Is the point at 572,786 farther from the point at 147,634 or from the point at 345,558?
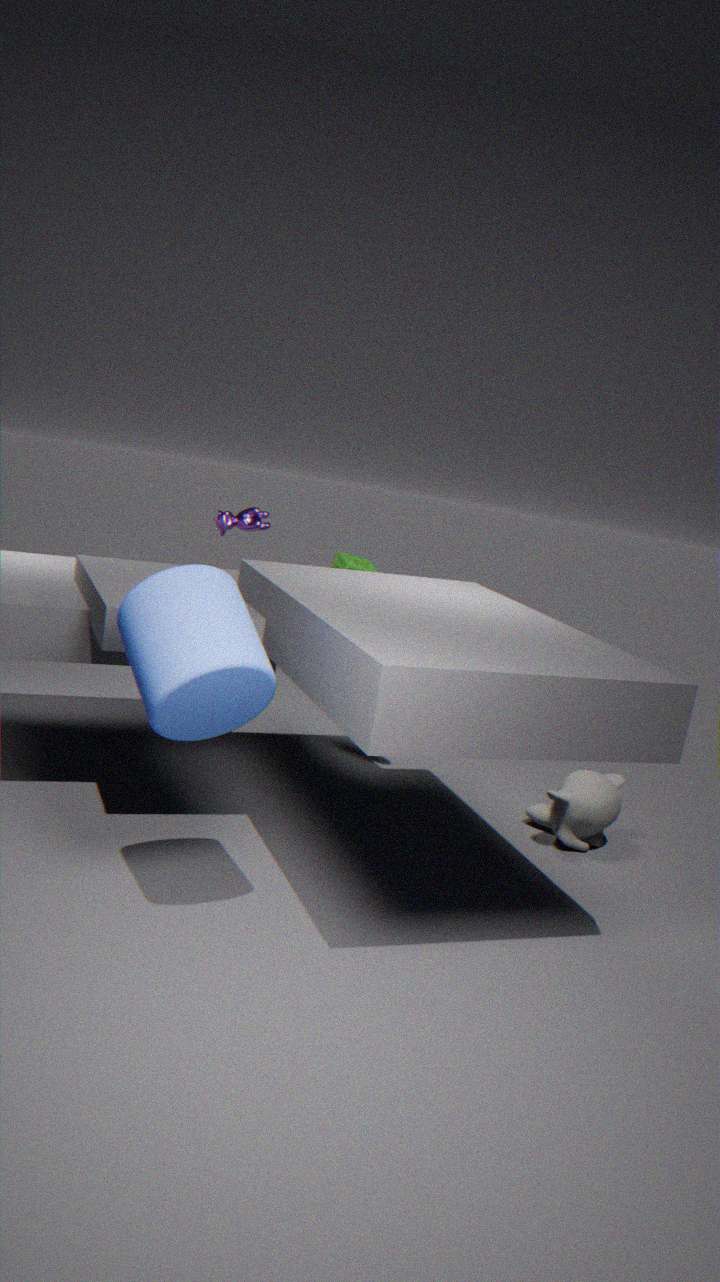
the point at 147,634
